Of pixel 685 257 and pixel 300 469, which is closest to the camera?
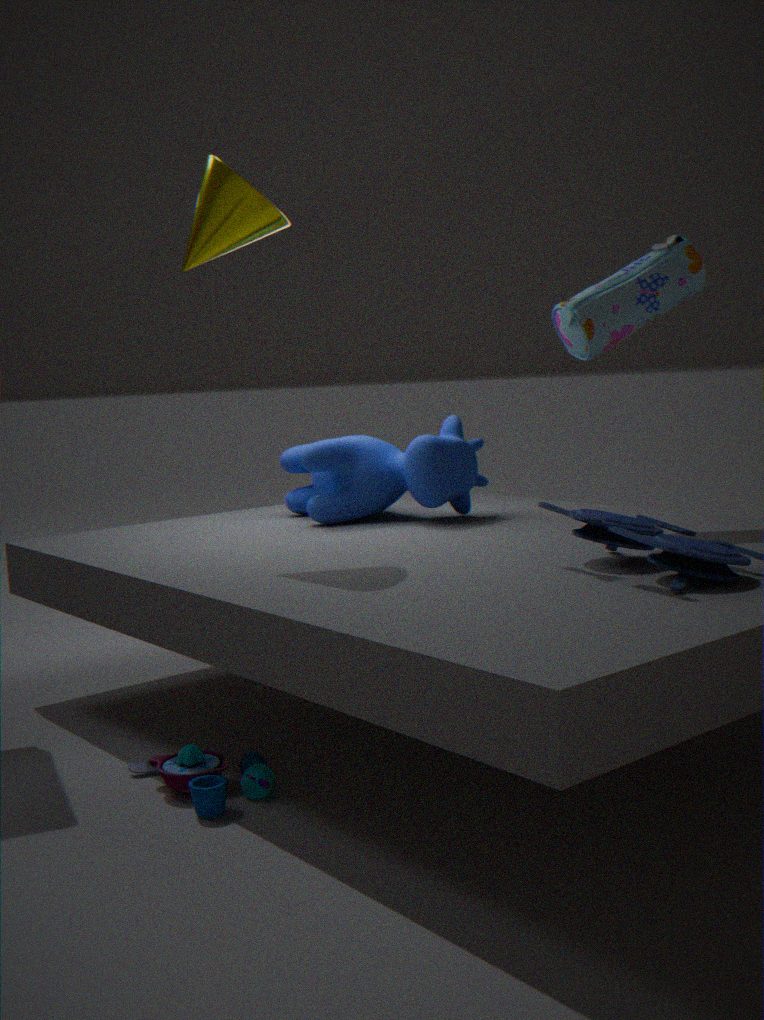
pixel 685 257
